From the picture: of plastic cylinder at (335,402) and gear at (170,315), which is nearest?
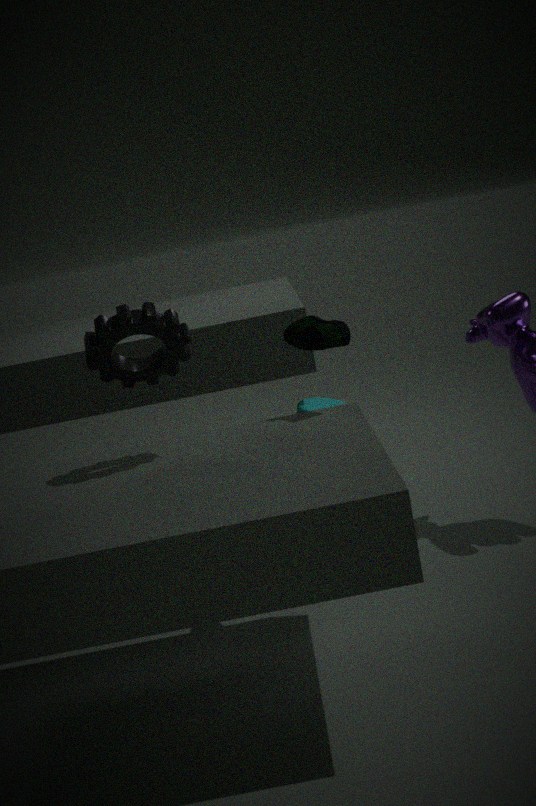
gear at (170,315)
